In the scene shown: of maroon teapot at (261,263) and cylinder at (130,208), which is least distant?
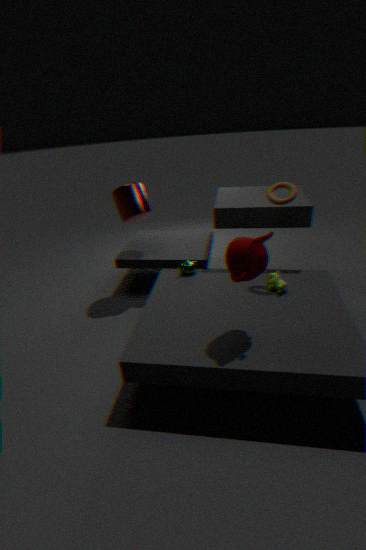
maroon teapot at (261,263)
